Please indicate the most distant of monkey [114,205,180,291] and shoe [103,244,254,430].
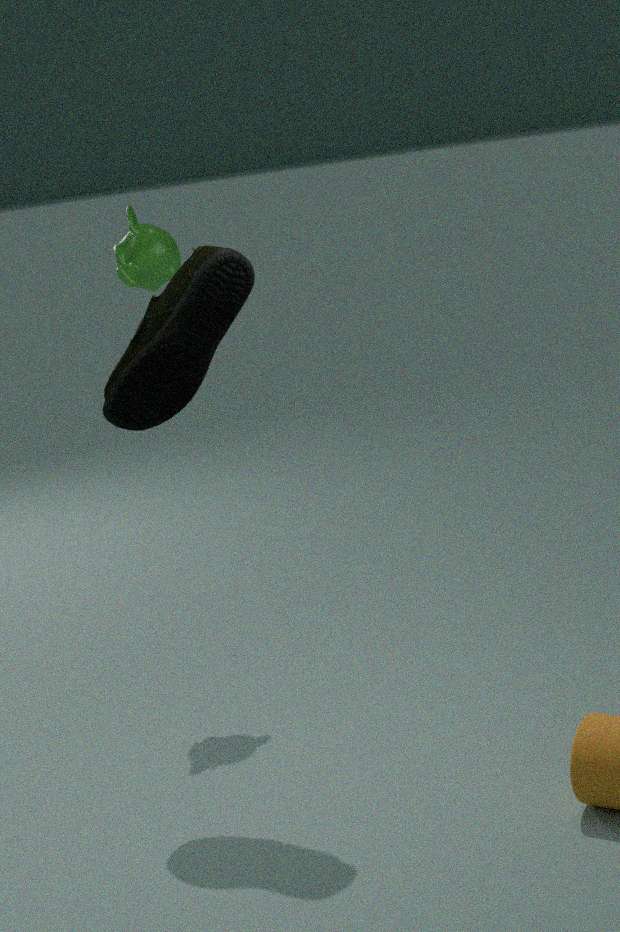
monkey [114,205,180,291]
